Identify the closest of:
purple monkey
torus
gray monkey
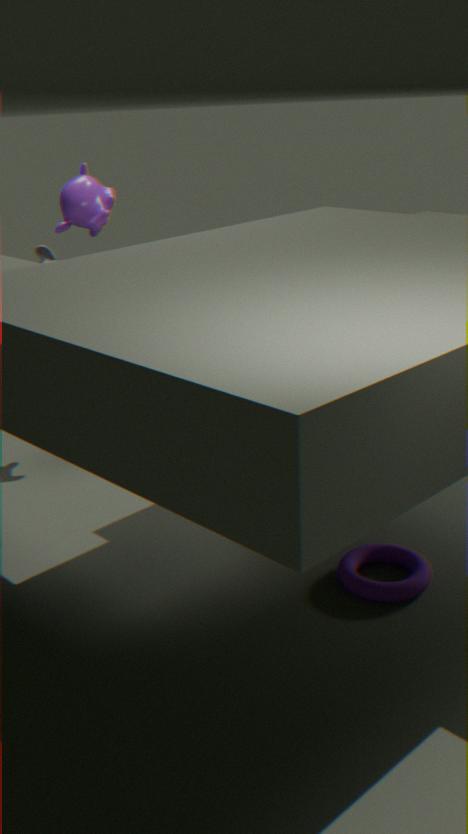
torus
